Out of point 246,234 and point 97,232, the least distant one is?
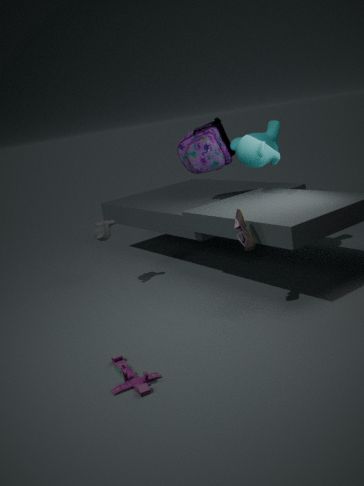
point 246,234
